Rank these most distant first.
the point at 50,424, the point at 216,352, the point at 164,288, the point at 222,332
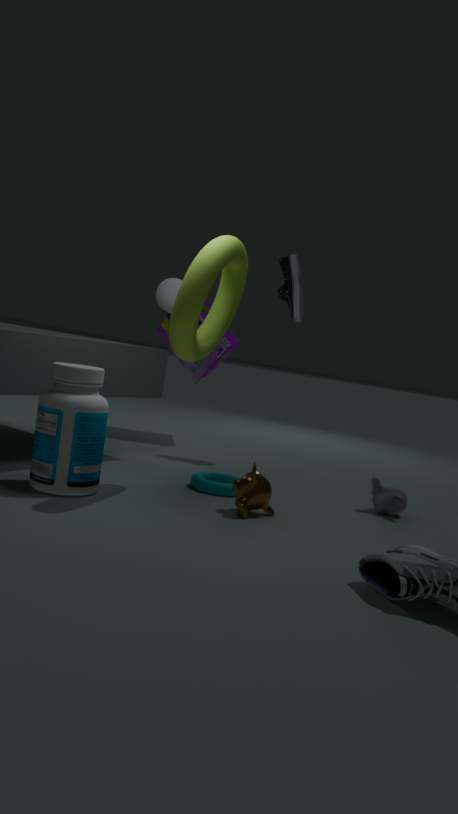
1. the point at 216,352
2. the point at 164,288
3. the point at 222,332
4. the point at 50,424
